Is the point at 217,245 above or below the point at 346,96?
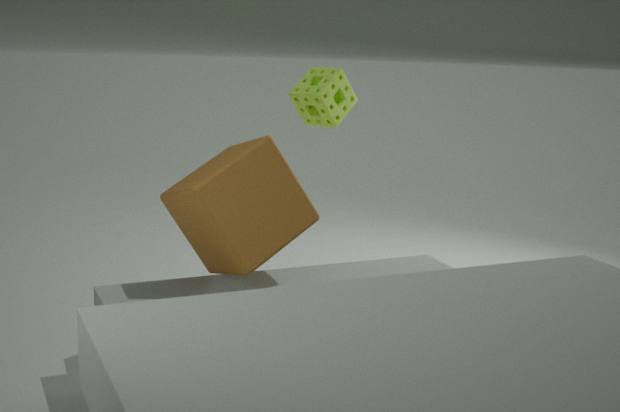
below
